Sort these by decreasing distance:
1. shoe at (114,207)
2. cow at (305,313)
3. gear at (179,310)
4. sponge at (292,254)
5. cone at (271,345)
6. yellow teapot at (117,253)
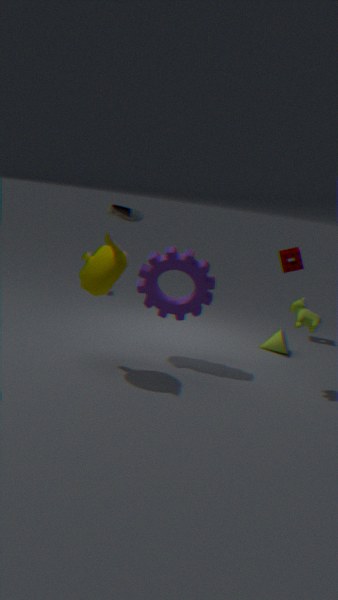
1. sponge at (292,254)
2. cone at (271,345)
3. shoe at (114,207)
4. gear at (179,310)
5. cow at (305,313)
6. yellow teapot at (117,253)
